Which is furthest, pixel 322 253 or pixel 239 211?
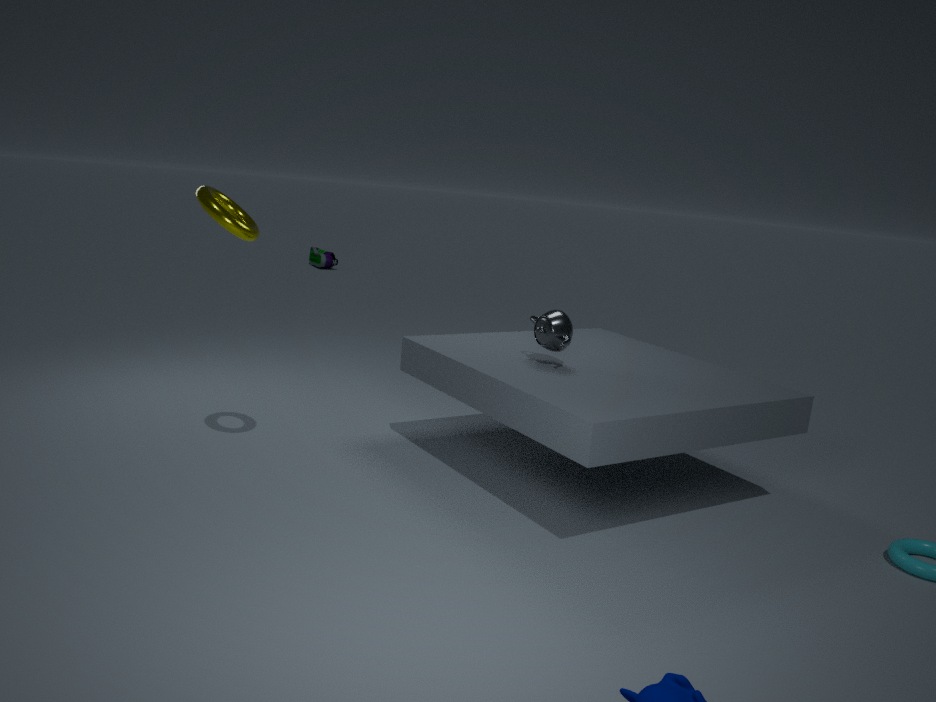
pixel 322 253
